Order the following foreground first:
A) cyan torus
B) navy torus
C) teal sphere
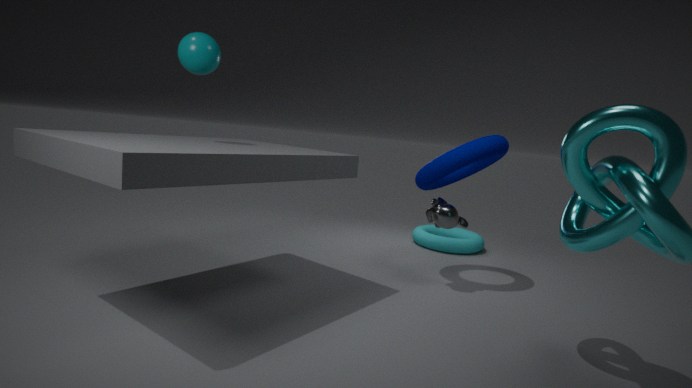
teal sphere, navy torus, cyan torus
